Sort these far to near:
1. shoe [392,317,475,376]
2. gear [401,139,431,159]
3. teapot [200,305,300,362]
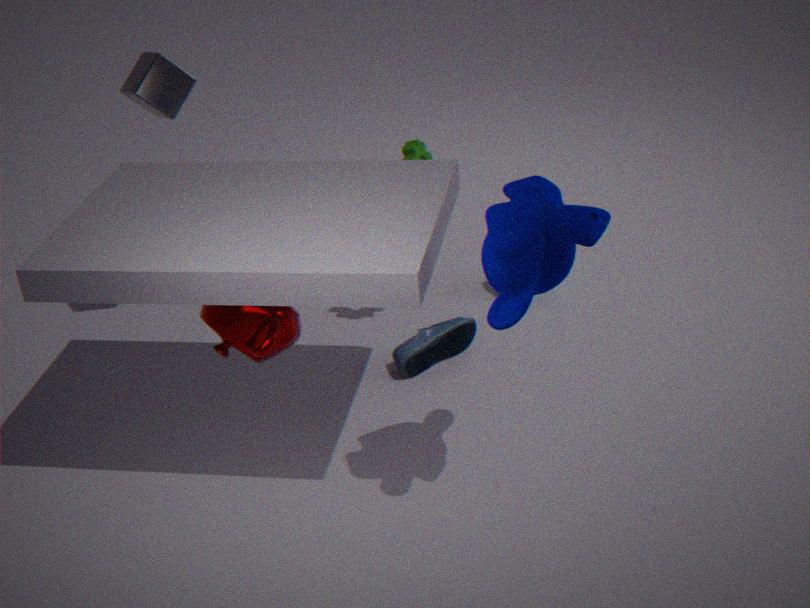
gear [401,139,431,159] < shoe [392,317,475,376] < teapot [200,305,300,362]
